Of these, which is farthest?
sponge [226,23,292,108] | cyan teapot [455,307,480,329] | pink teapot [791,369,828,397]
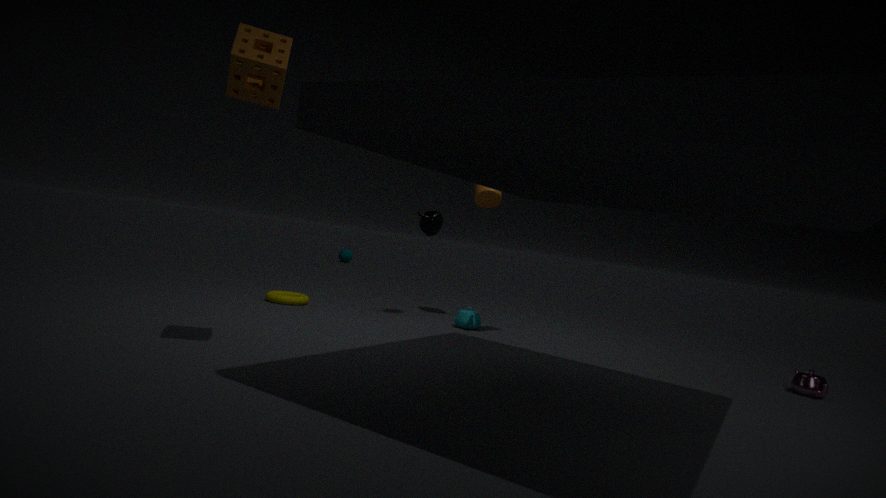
cyan teapot [455,307,480,329]
